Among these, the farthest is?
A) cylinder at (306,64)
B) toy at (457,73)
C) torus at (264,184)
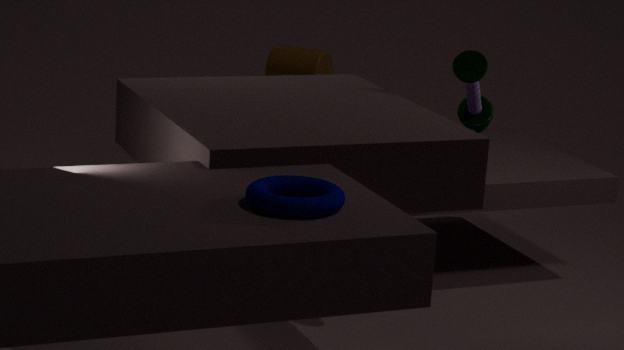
cylinder at (306,64)
